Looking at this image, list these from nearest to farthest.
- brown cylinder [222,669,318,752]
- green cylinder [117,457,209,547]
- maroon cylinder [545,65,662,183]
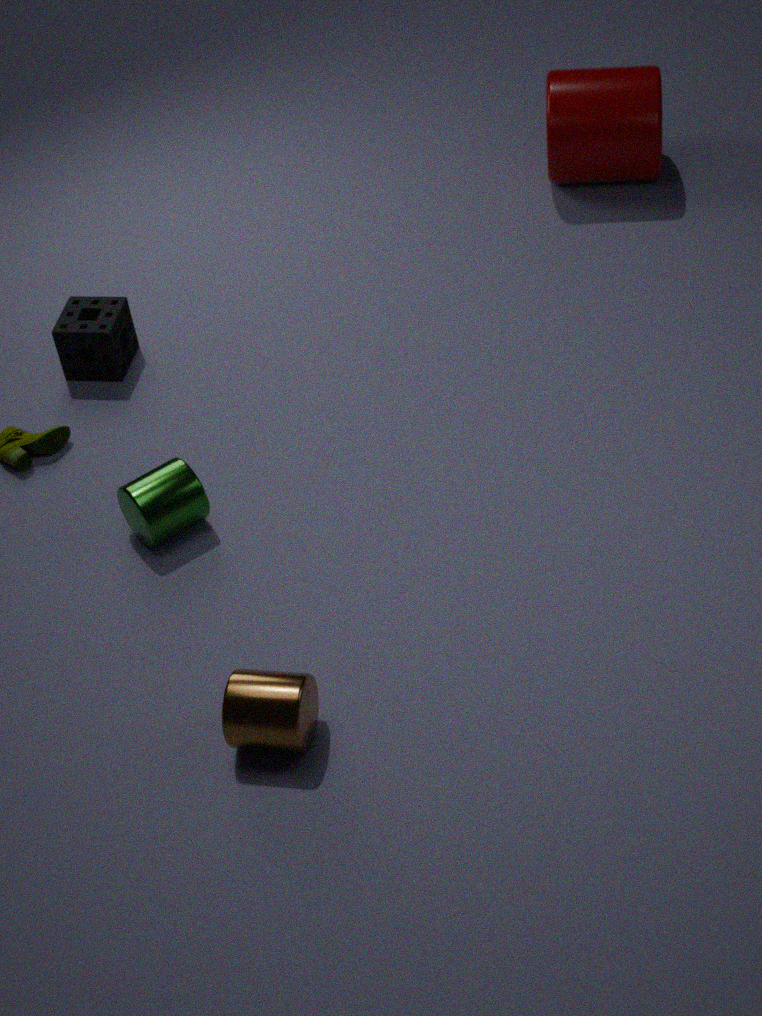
brown cylinder [222,669,318,752]
green cylinder [117,457,209,547]
maroon cylinder [545,65,662,183]
